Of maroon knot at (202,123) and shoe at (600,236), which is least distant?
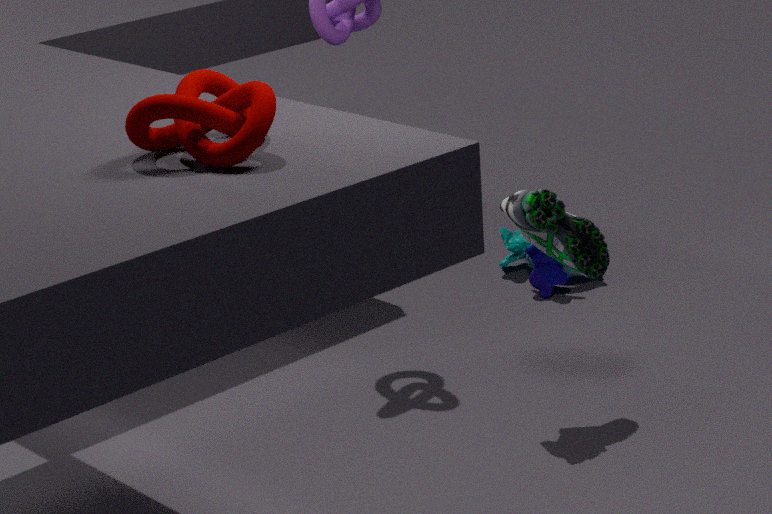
maroon knot at (202,123)
